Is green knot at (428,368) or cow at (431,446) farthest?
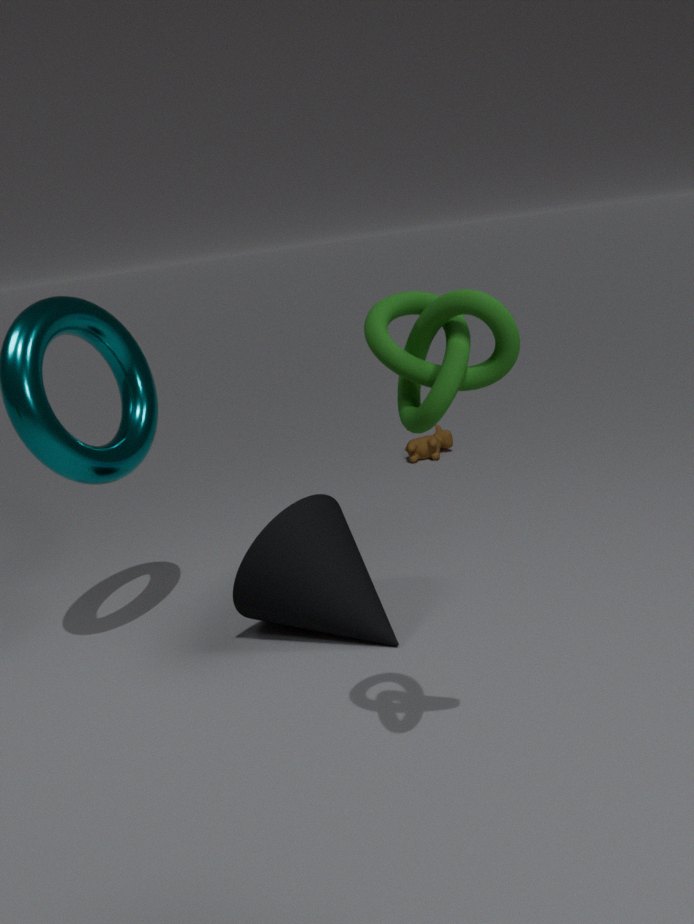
cow at (431,446)
